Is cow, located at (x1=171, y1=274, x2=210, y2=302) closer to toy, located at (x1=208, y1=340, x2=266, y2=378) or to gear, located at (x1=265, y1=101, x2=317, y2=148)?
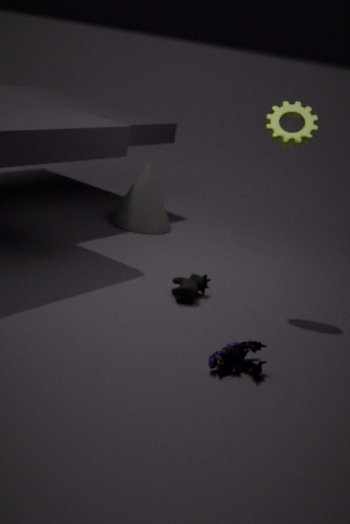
toy, located at (x1=208, y1=340, x2=266, y2=378)
